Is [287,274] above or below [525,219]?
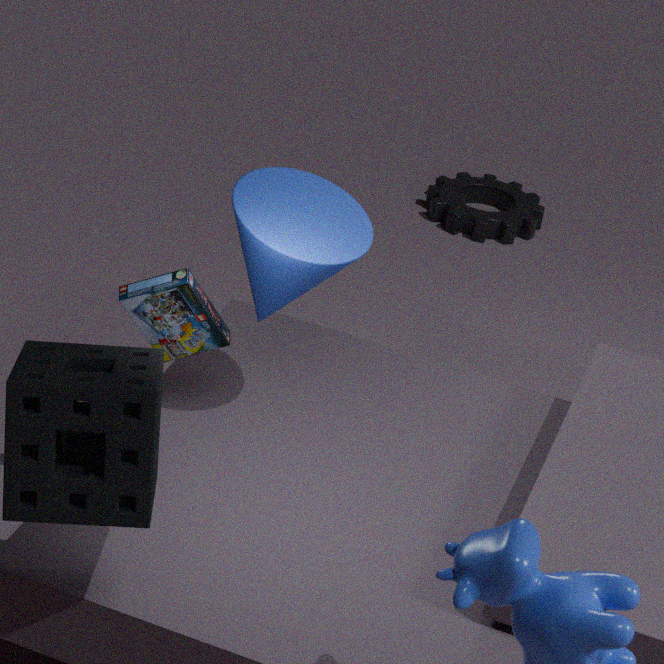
above
